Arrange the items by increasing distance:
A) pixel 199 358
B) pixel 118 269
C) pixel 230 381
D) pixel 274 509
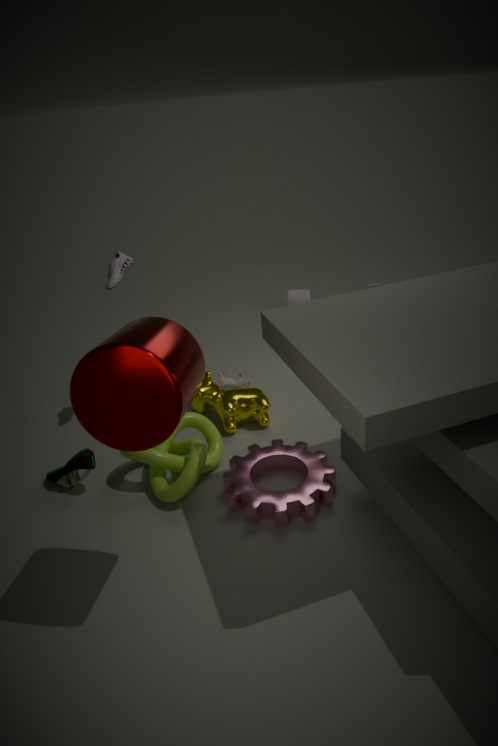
1. pixel 199 358
2. pixel 274 509
3. pixel 118 269
4. pixel 230 381
